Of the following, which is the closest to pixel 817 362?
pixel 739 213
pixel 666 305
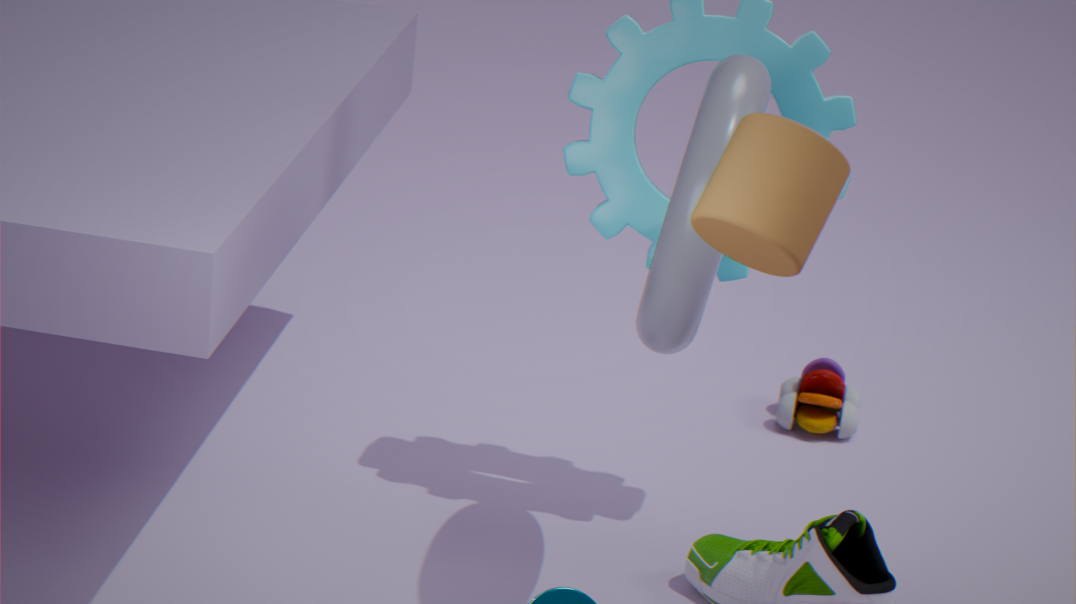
pixel 666 305
